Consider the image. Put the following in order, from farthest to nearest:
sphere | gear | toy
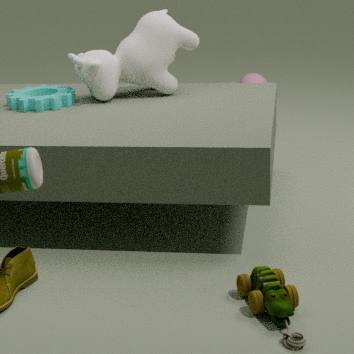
sphere → gear → toy
